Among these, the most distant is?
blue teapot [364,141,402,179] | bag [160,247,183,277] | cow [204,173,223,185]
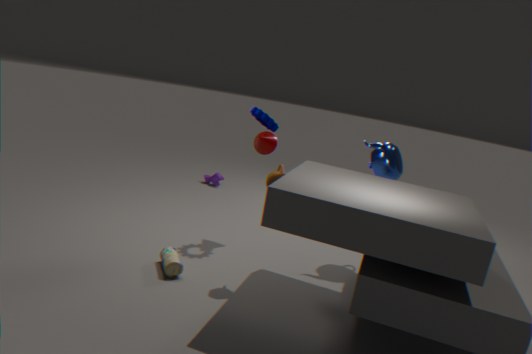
cow [204,173,223,185]
